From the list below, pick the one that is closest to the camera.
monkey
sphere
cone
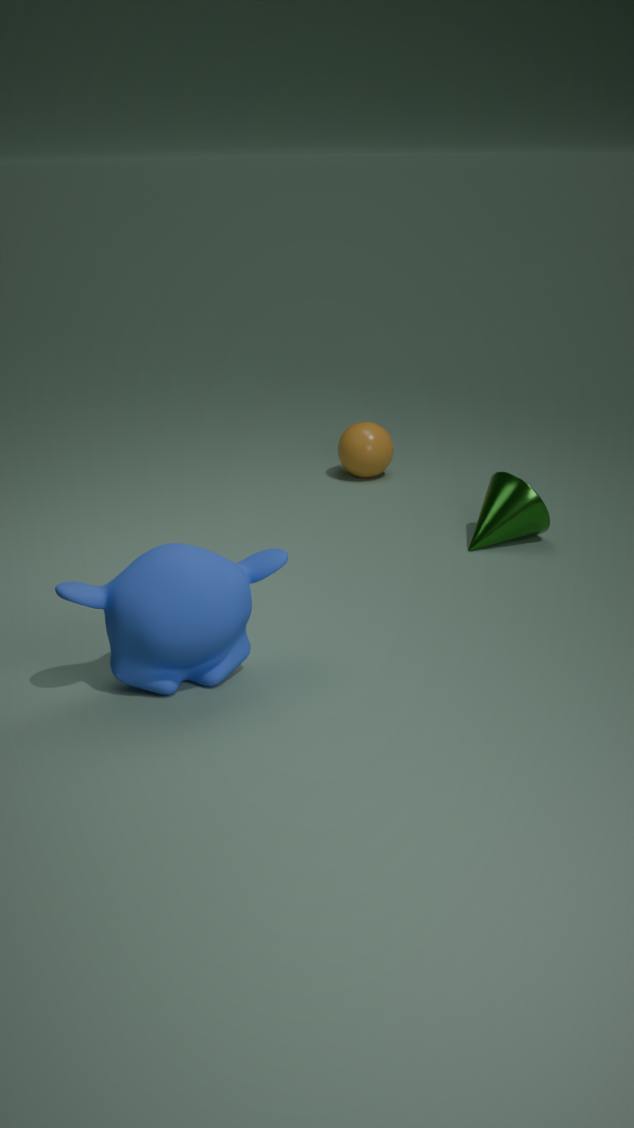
monkey
